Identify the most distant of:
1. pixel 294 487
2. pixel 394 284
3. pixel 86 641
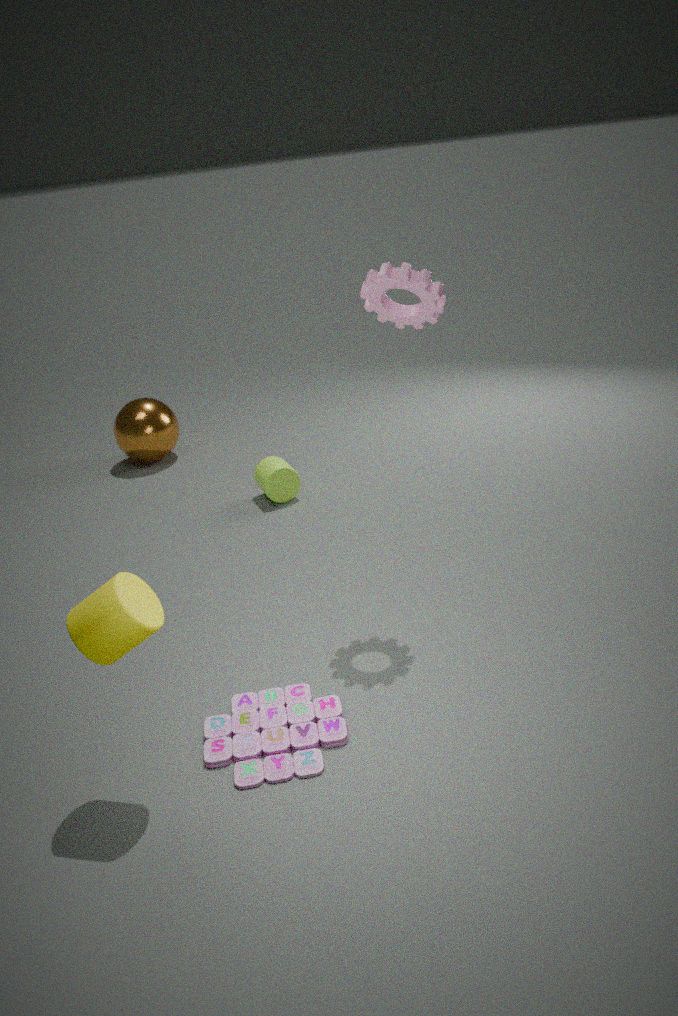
pixel 294 487
